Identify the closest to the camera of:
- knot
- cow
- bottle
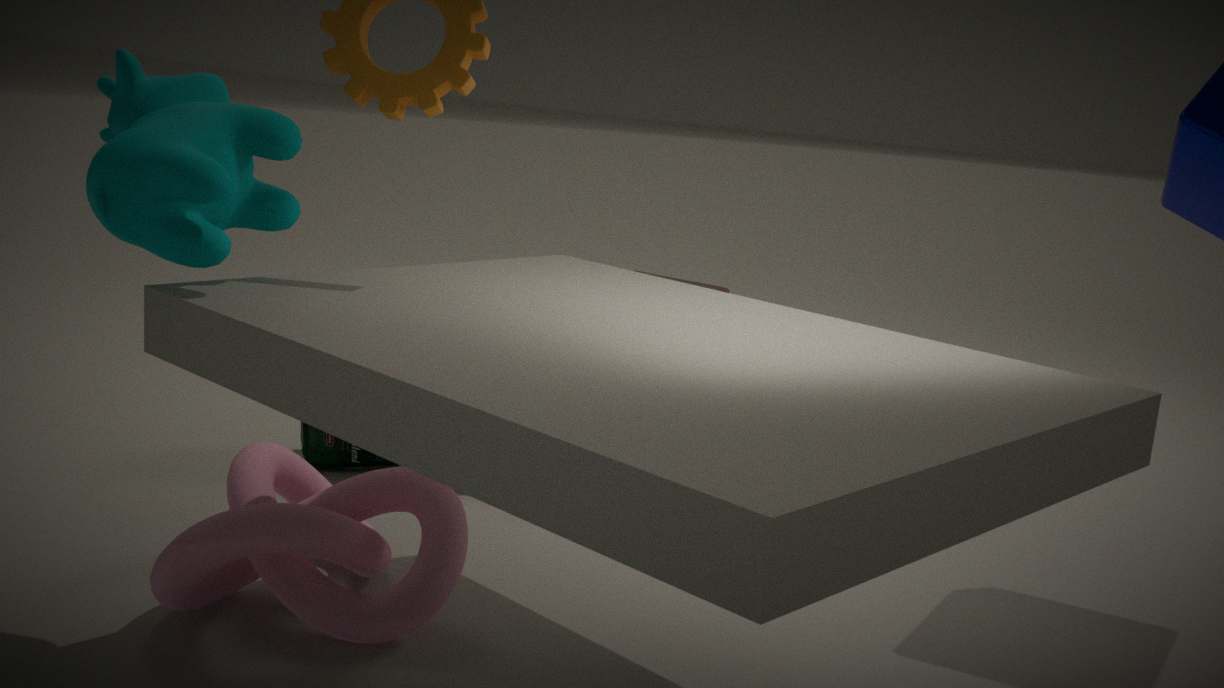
cow
